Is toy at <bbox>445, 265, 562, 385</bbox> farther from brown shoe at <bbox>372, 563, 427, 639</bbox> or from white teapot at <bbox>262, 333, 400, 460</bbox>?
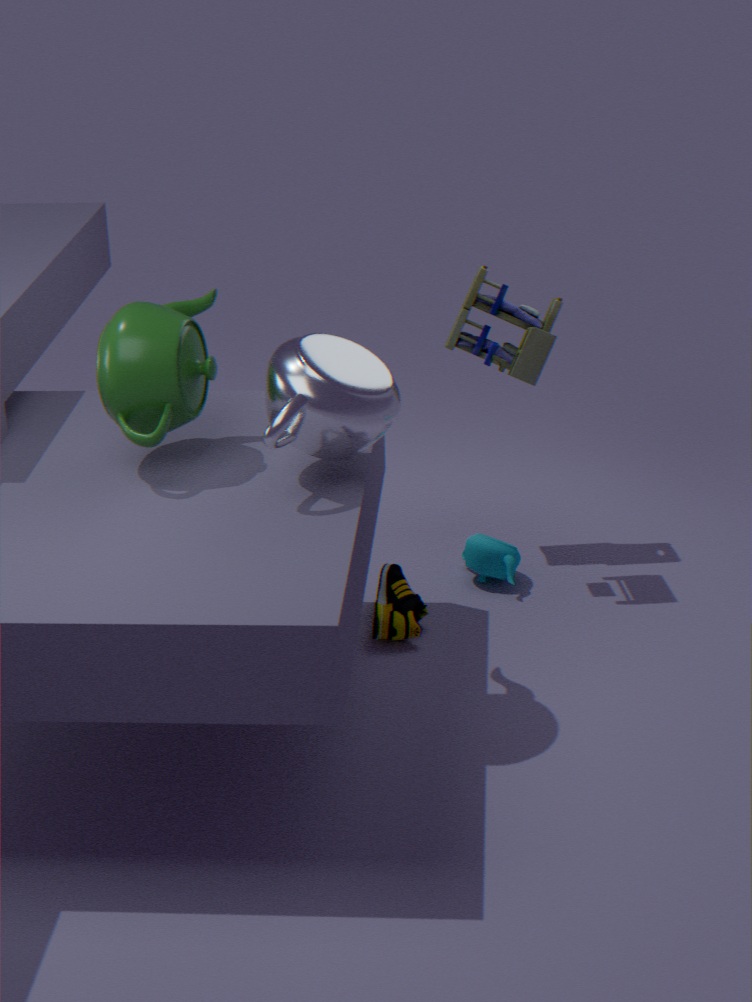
brown shoe at <bbox>372, 563, 427, 639</bbox>
